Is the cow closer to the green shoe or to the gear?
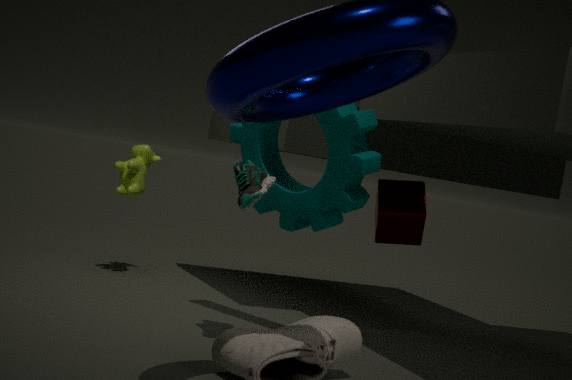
the gear
